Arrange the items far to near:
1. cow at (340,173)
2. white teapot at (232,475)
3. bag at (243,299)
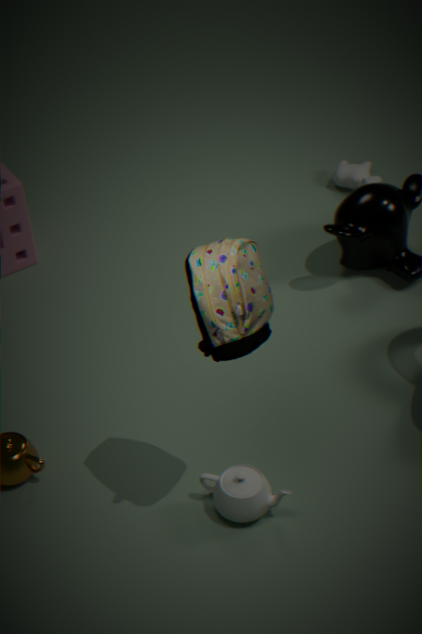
cow at (340,173) < white teapot at (232,475) < bag at (243,299)
